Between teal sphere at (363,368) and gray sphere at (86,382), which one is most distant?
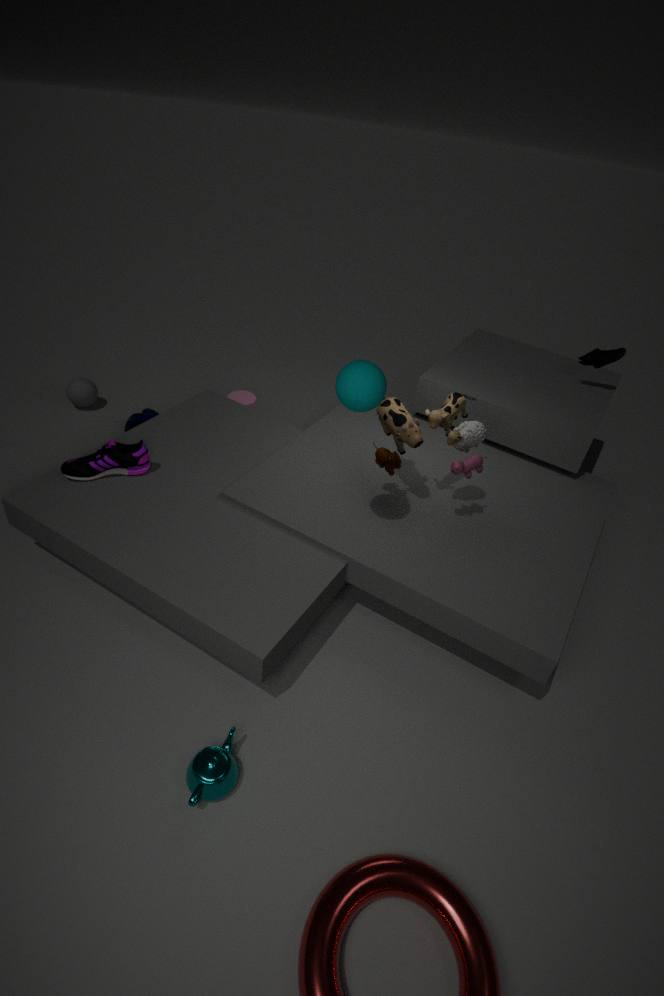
gray sphere at (86,382)
